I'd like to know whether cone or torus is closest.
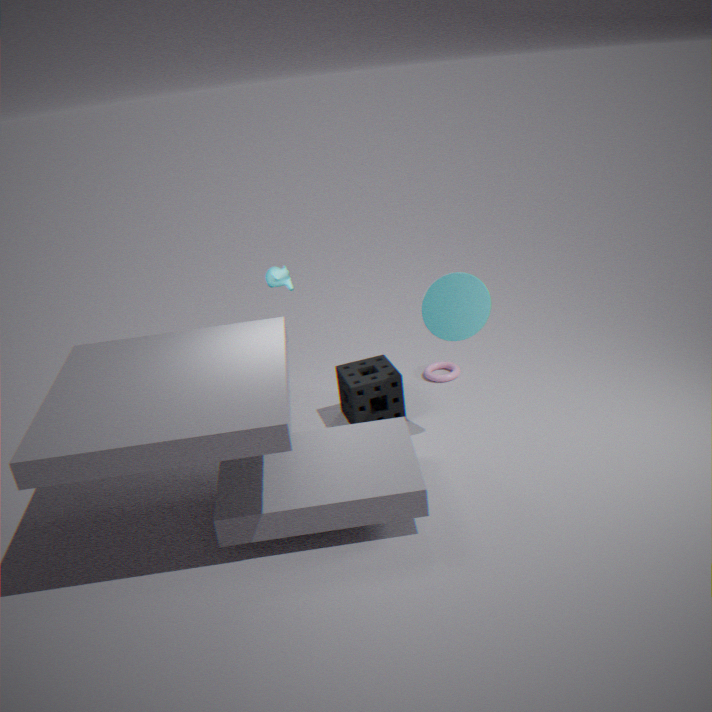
cone
